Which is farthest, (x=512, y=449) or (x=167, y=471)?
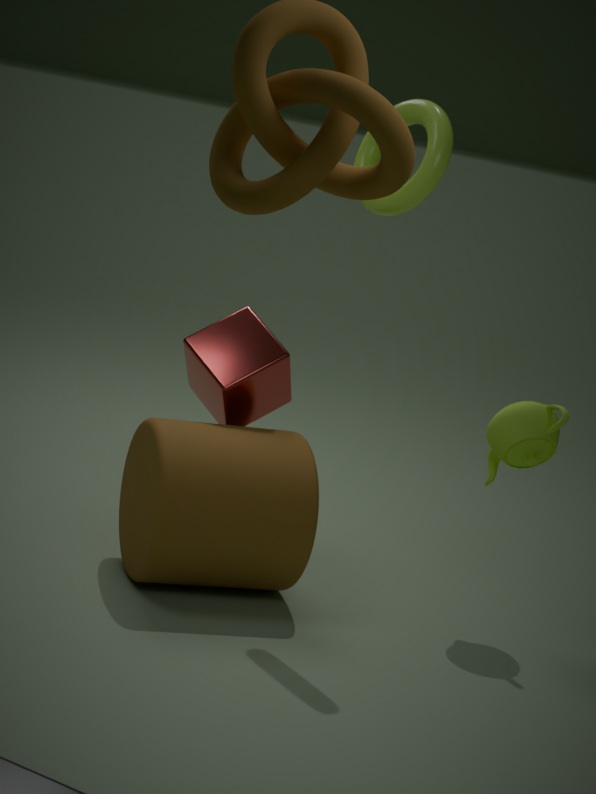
(x=512, y=449)
